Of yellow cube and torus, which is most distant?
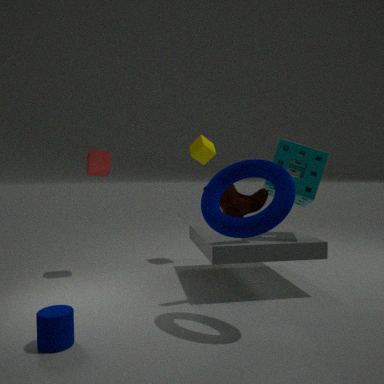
yellow cube
